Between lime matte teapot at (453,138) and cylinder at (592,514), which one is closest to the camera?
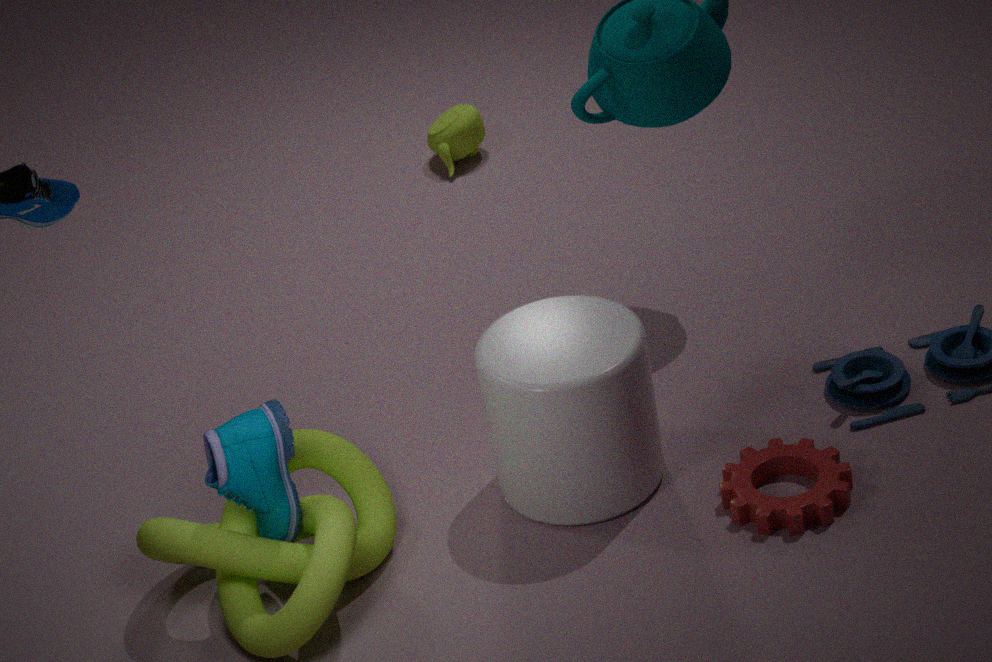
cylinder at (592,514)
